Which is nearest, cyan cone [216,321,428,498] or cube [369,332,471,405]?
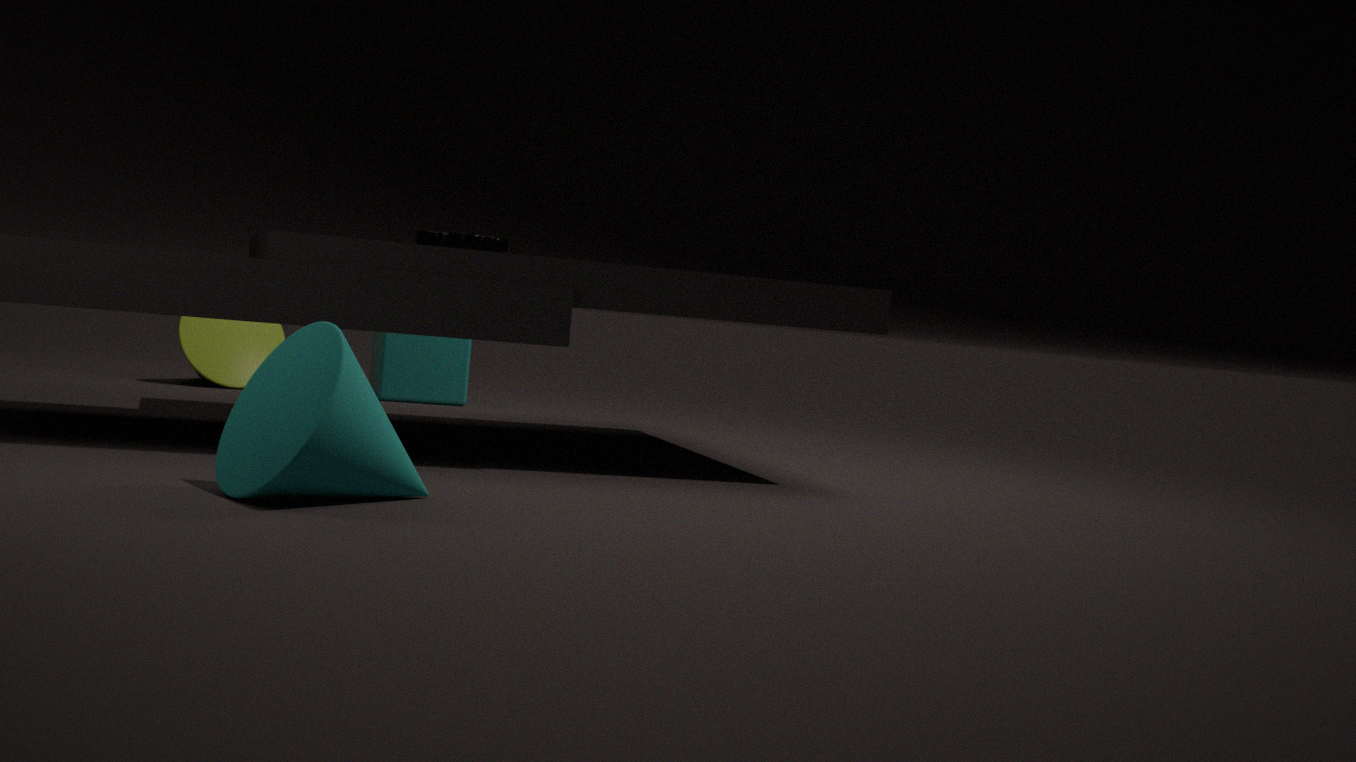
cyan cone [216,321,428,498]
